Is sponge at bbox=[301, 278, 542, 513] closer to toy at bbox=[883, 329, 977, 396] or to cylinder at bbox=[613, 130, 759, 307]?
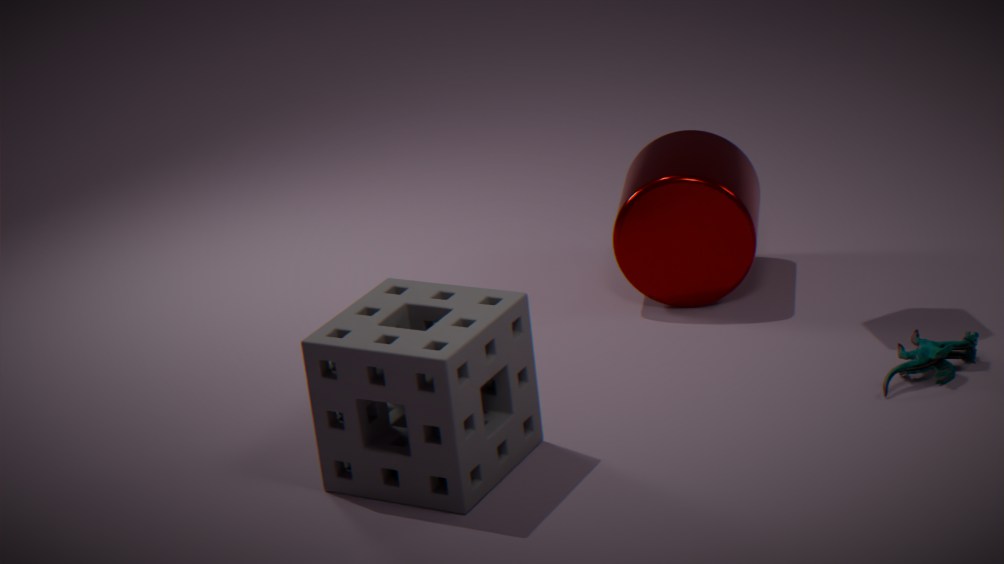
cylinder at bbox=[613, 130, 759, 307]
